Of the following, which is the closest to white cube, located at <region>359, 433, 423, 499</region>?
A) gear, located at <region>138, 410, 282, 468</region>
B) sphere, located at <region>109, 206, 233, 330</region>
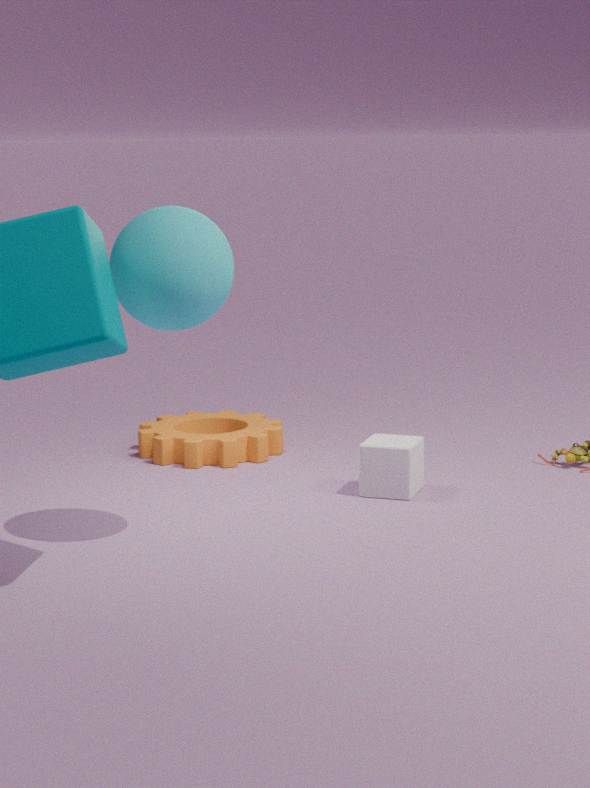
gear, located at <region>138, 410, 282, 468</region>
